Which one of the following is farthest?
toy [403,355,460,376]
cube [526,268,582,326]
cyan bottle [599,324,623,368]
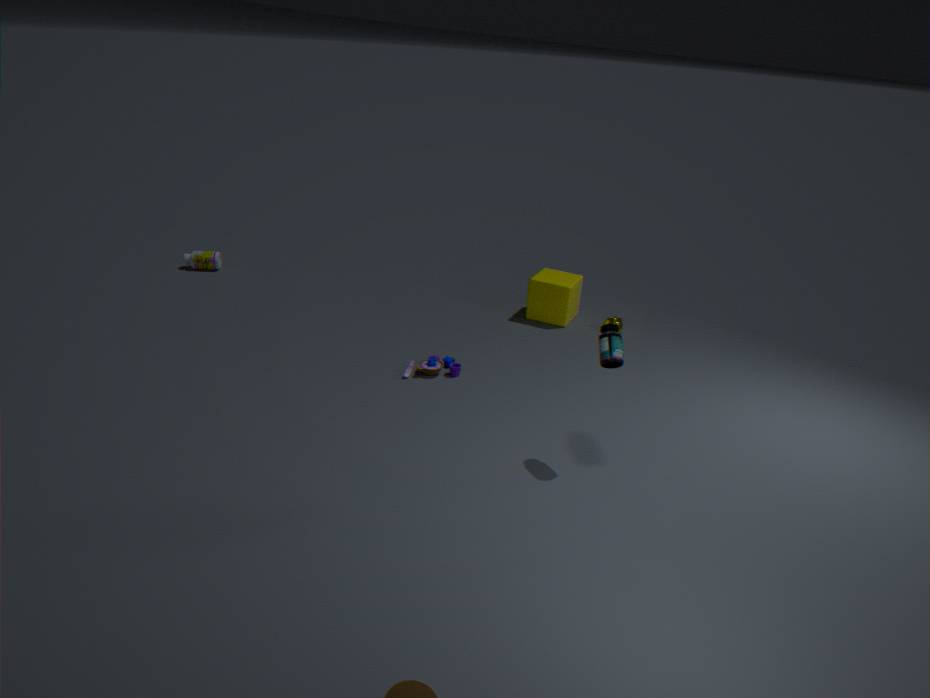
cube [526,268,582,326]
